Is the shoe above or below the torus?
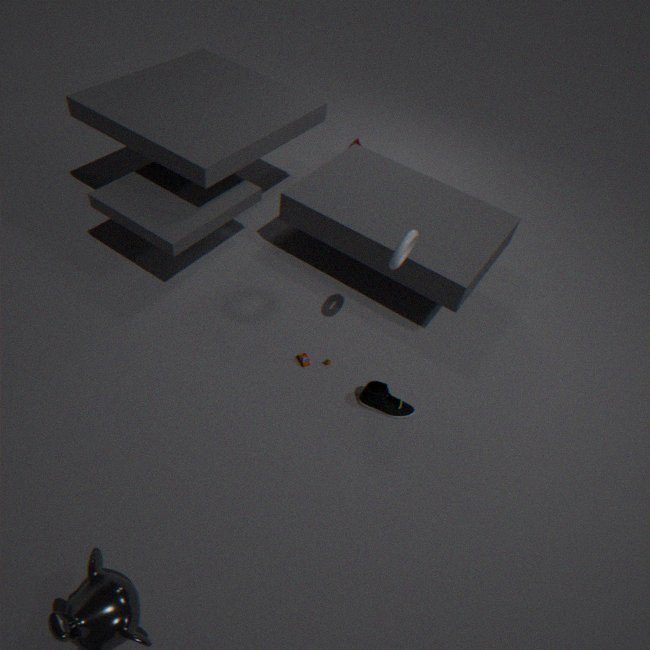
below
